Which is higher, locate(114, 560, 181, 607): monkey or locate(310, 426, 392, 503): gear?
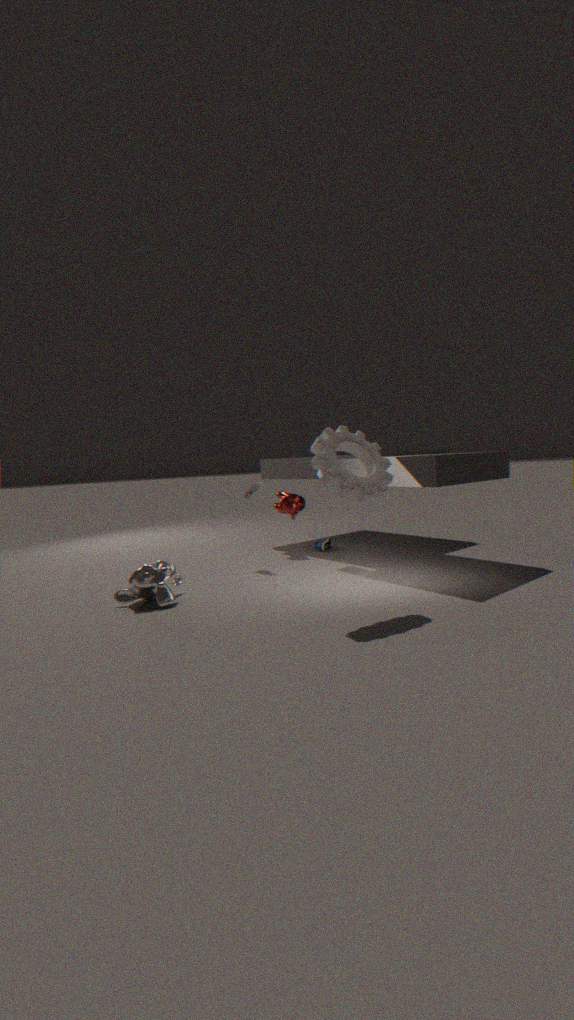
locate(310, 426, 392, 503): gear
